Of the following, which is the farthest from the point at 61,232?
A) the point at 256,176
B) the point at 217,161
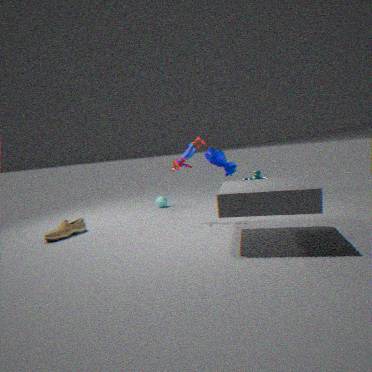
the point at 256,176
